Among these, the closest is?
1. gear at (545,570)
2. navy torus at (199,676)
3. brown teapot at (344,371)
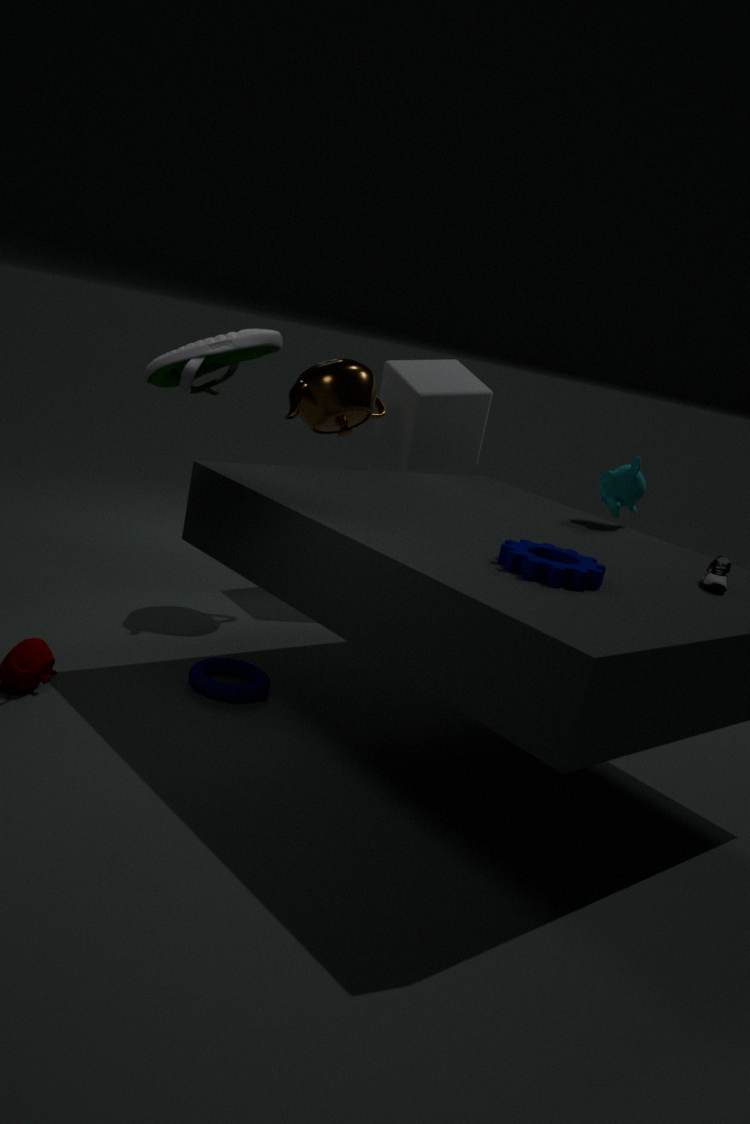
gear at (545,570)
